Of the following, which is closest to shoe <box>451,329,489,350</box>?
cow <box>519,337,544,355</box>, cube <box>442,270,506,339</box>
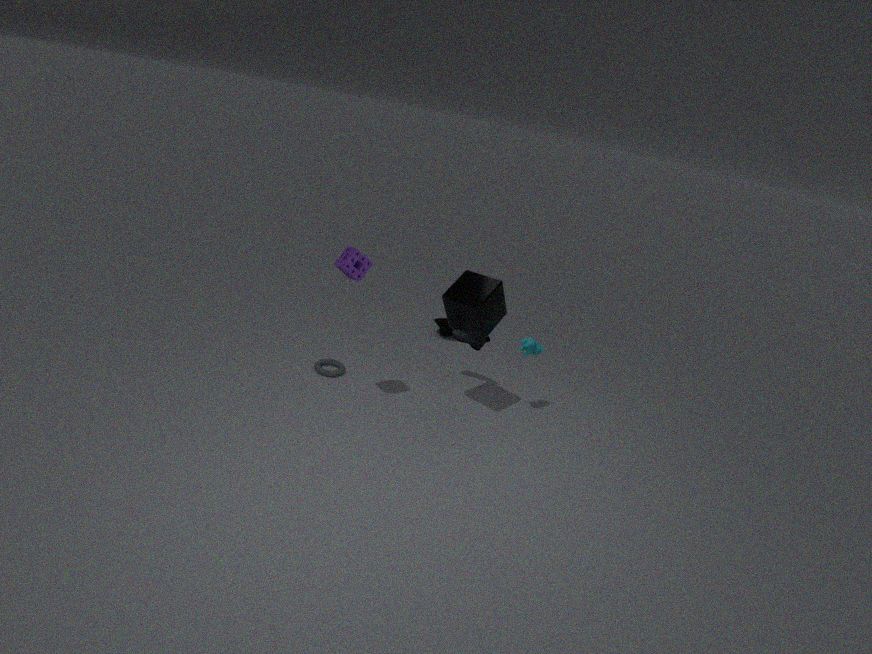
cube <box>442,270,506,339</box>
